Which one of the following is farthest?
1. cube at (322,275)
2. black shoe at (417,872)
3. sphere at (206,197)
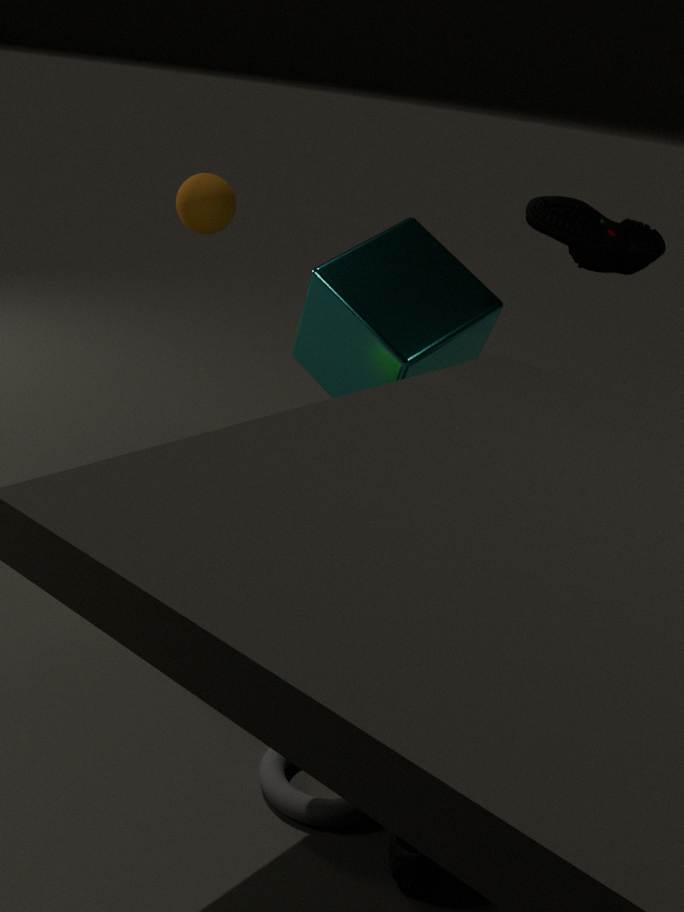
sphere at (206,197)
